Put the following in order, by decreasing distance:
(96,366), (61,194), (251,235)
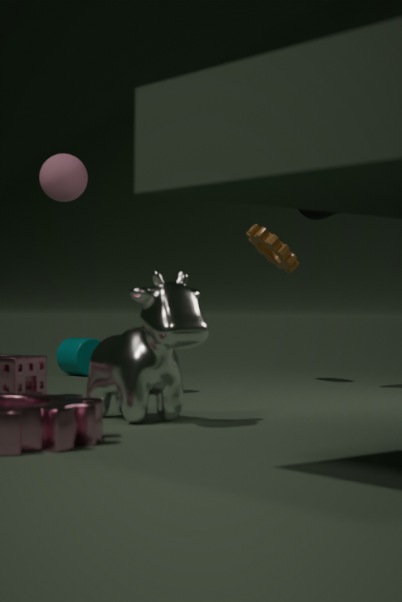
(251,235) < (61,194) < (96,366)
